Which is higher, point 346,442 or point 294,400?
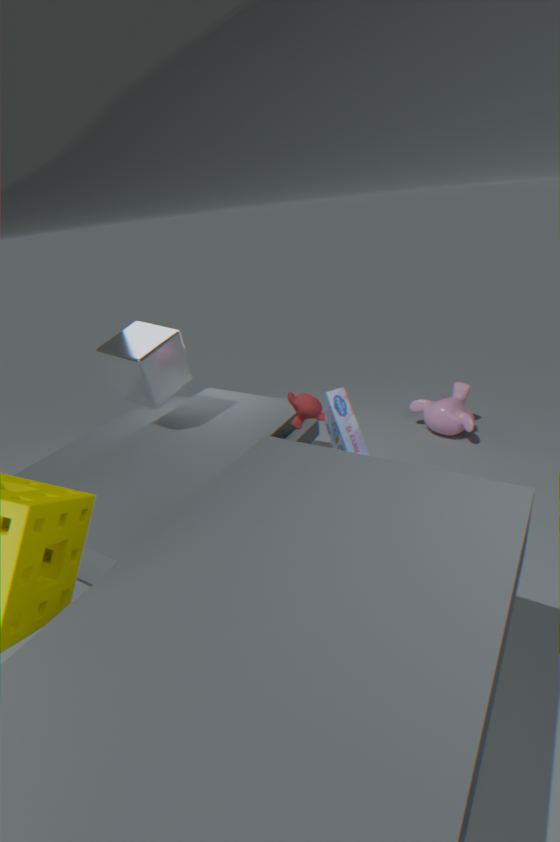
point 294,400
